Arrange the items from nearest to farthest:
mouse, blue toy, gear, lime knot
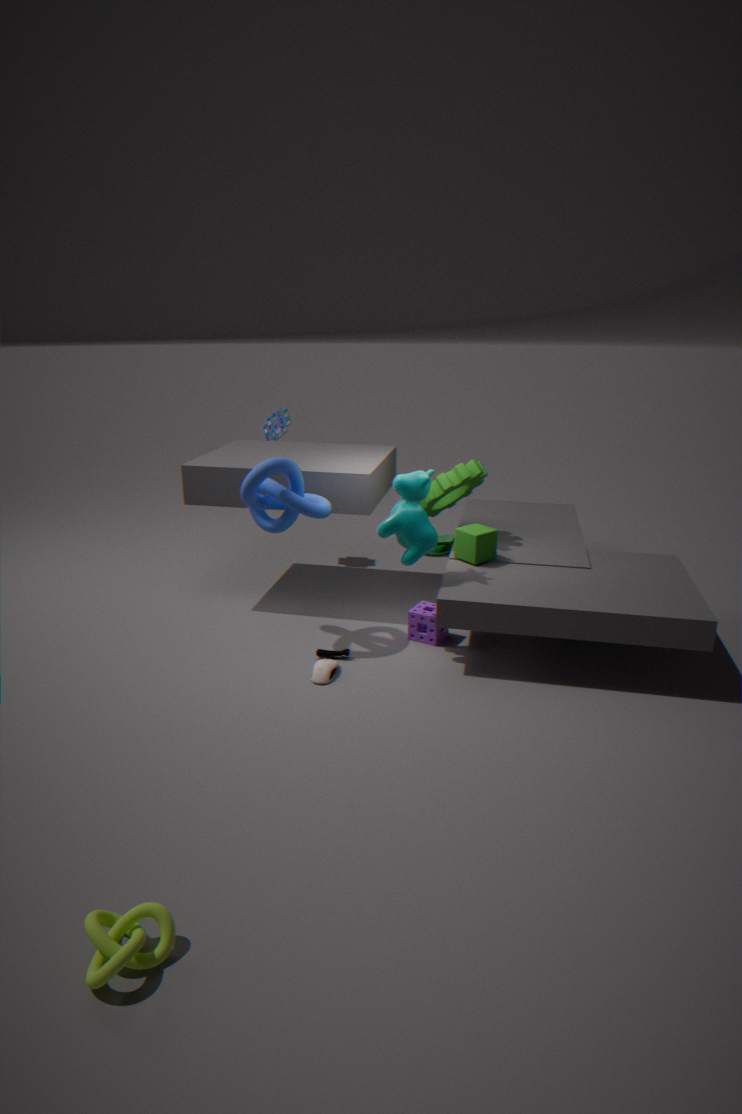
lime knot, mouse, gear, blue toy
